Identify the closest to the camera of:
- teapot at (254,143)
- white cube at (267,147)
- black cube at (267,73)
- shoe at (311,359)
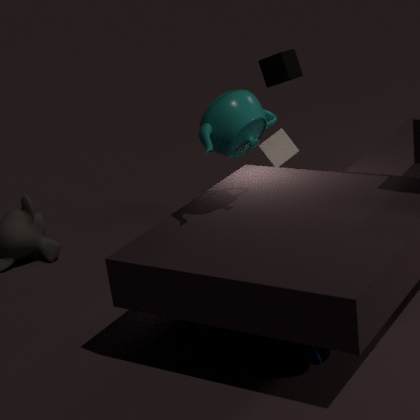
shoe at (311,359)
